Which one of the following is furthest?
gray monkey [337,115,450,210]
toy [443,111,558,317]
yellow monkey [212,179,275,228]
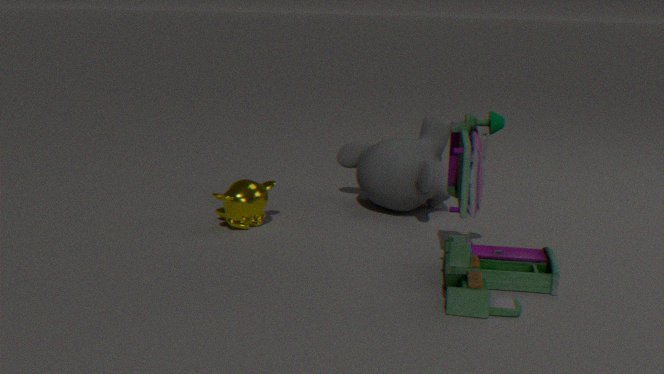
gray monkey [337,115,450,210]
